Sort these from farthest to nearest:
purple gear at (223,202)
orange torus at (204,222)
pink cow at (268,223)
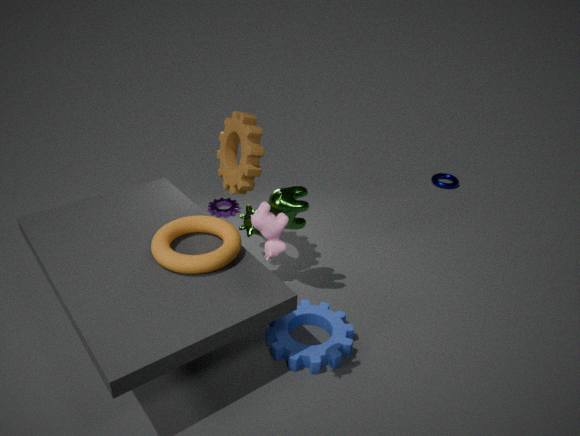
purple gear at (223,202), orange torus at (204,222), pink cow at (268,223)
